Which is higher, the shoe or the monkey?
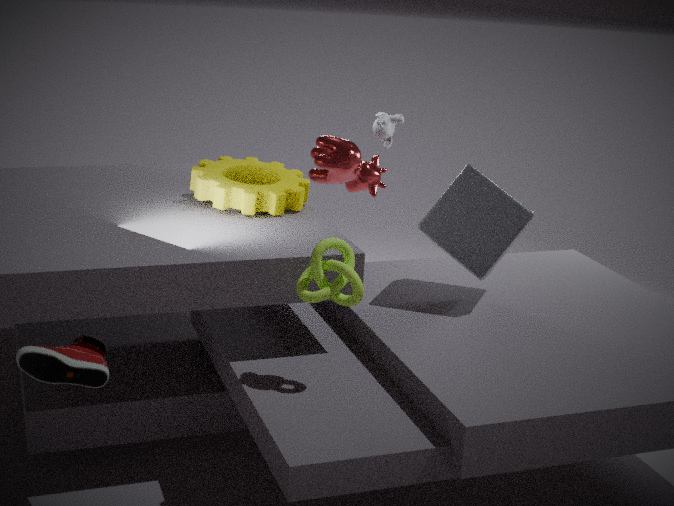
the monkey
